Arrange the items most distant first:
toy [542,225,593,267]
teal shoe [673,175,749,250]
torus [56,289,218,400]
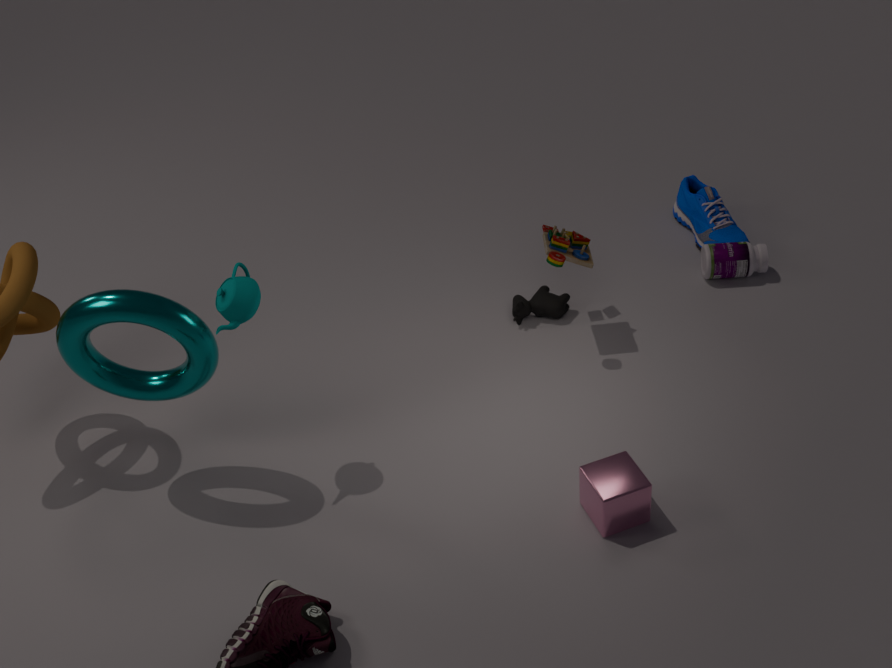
teal shoe [673,175,749,250] → toy [542,225,593,267] → torus [56,289,218,400]
